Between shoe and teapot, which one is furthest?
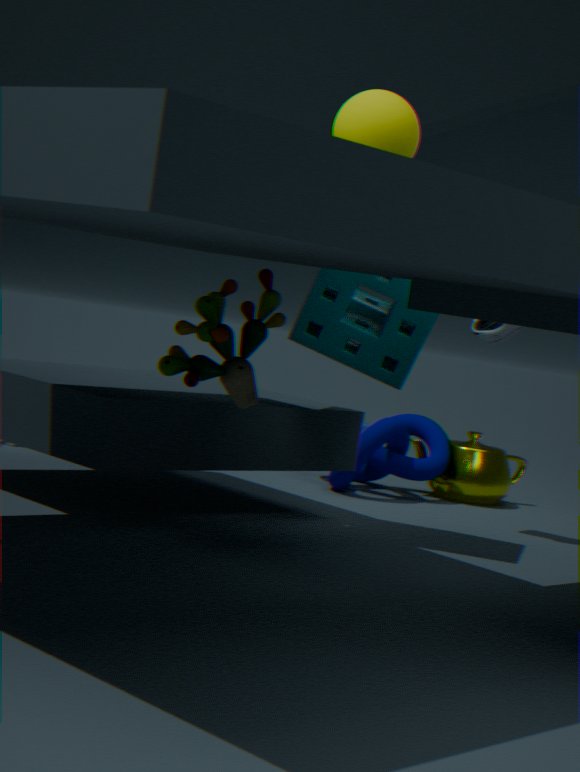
teapot
